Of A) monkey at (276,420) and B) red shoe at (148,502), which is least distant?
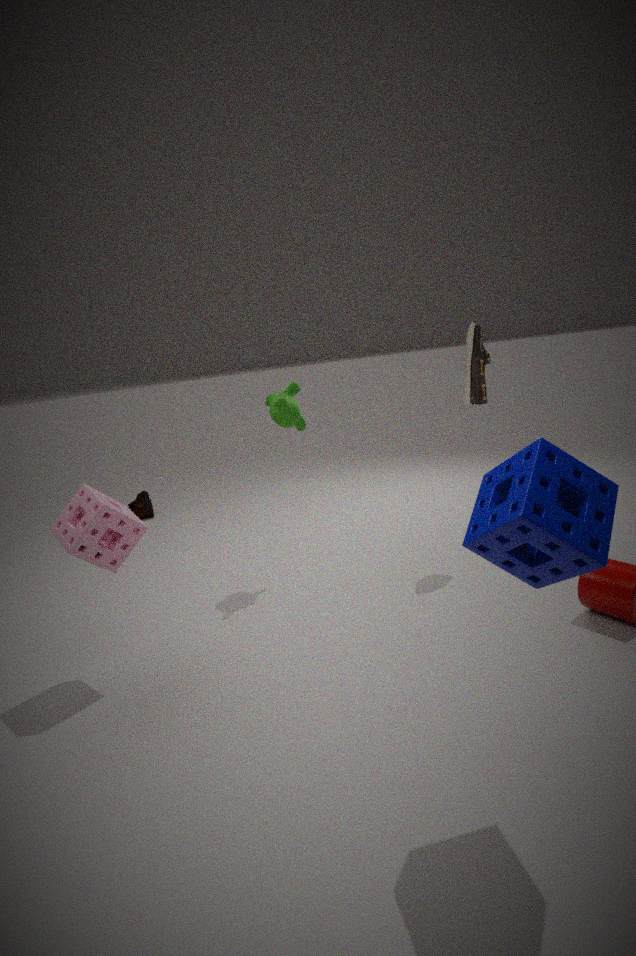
A. monkey at (276,420)
